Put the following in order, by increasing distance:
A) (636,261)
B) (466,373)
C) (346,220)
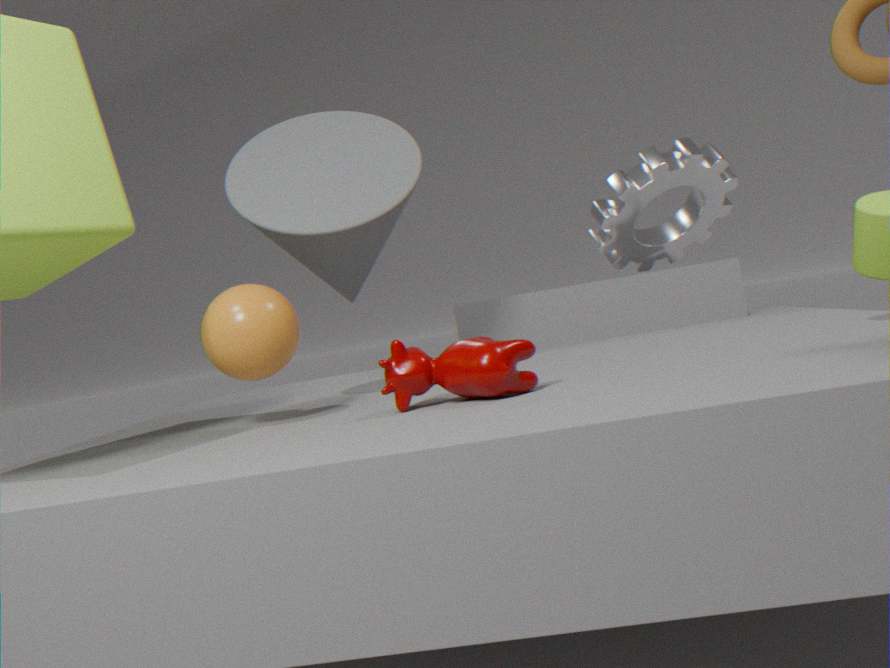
B. (466,373) → C. (346,220) → A. (636,261)
